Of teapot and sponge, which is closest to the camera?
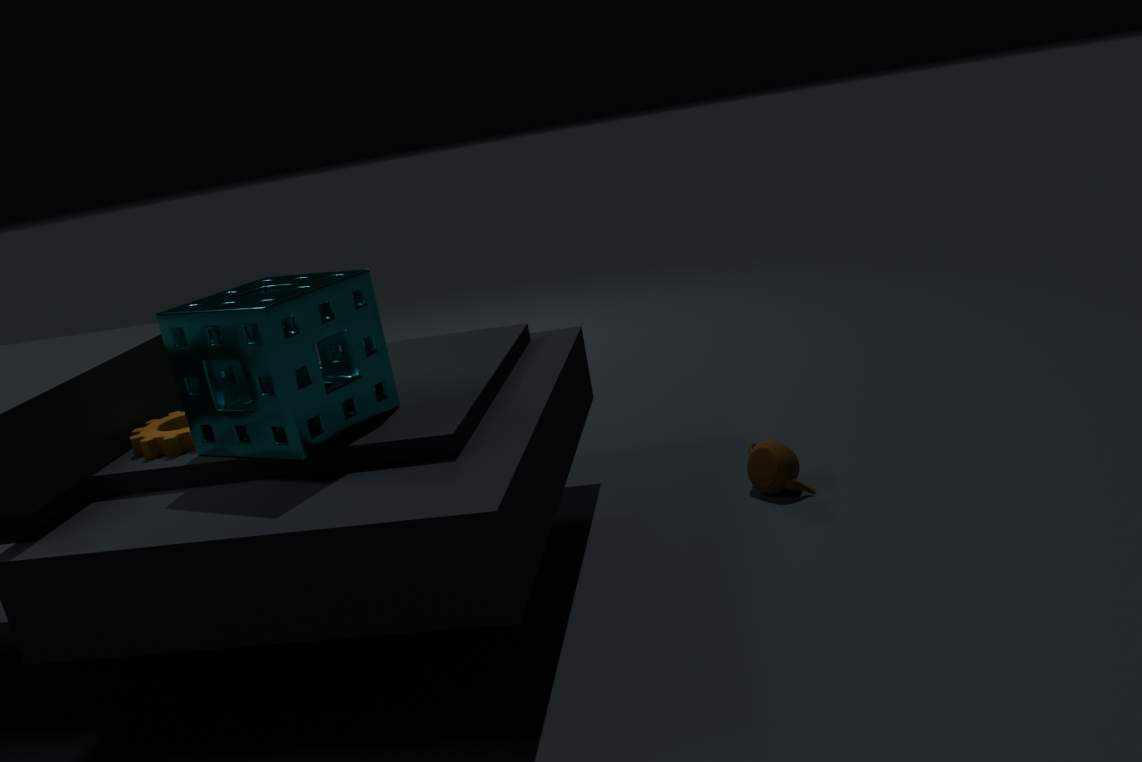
sponge
